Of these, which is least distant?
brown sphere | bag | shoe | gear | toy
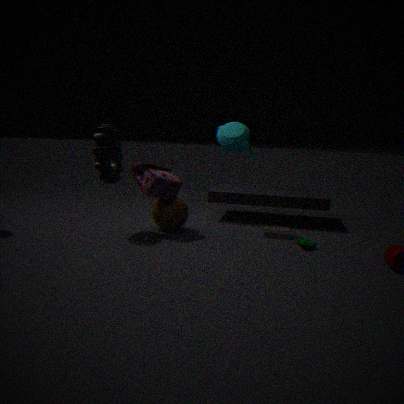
shoe
